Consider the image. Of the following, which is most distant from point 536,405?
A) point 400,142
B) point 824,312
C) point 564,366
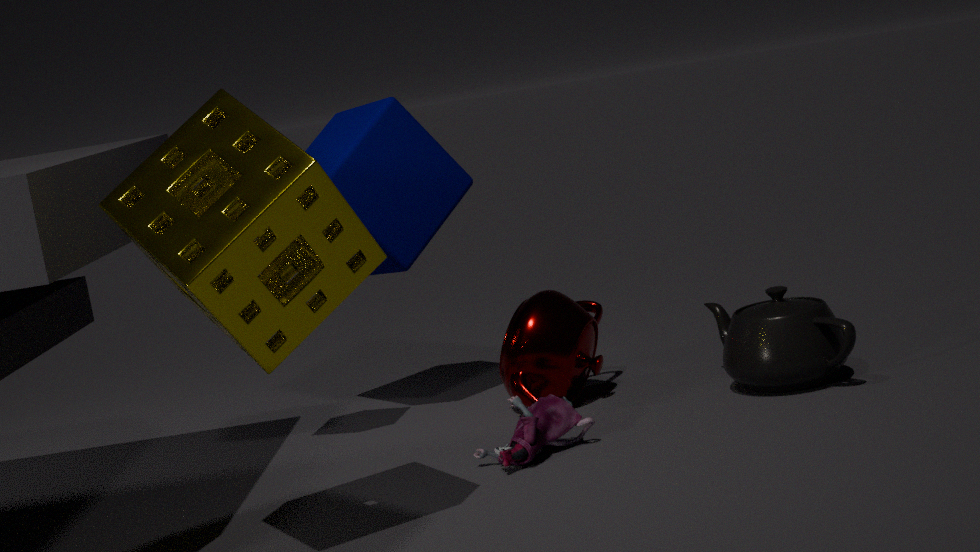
point 400,142
